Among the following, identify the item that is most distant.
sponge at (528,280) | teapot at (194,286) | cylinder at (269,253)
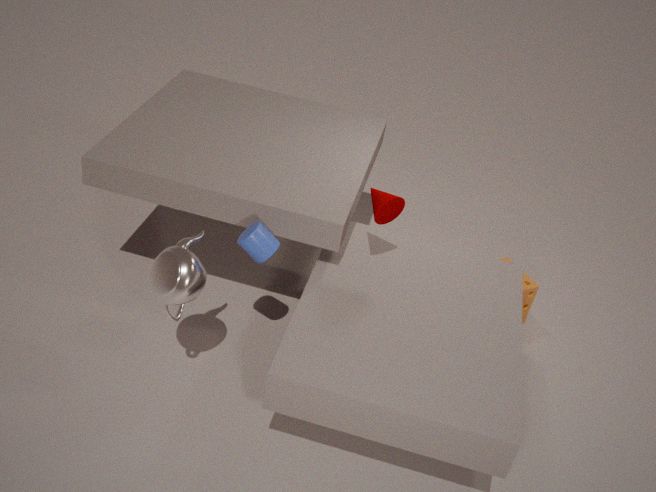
sponge at (528,280)
